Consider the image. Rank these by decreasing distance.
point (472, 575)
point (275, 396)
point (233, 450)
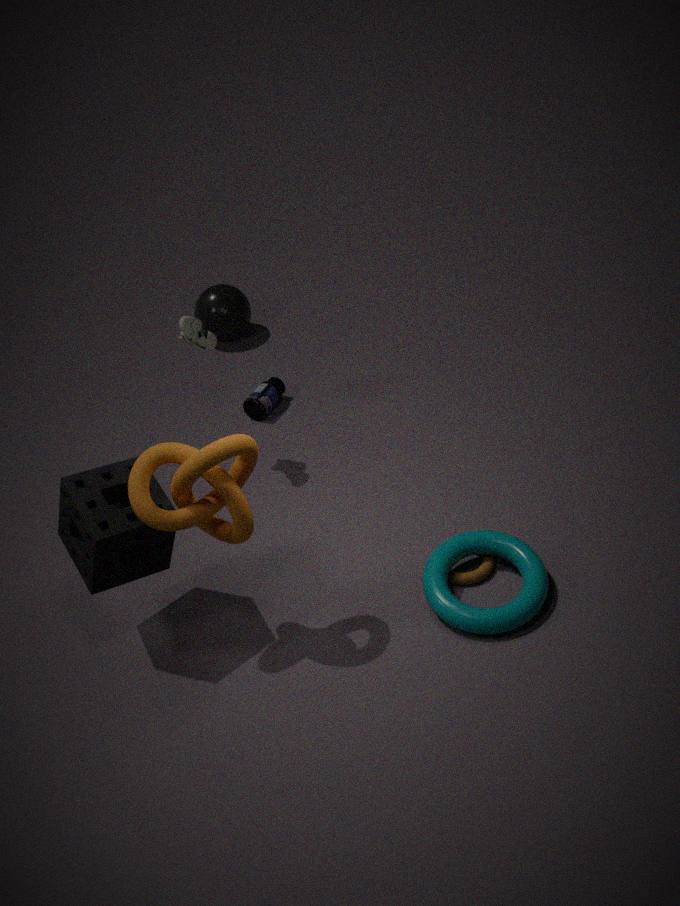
point (275, 396), point (472, 575), point (233, 450)
